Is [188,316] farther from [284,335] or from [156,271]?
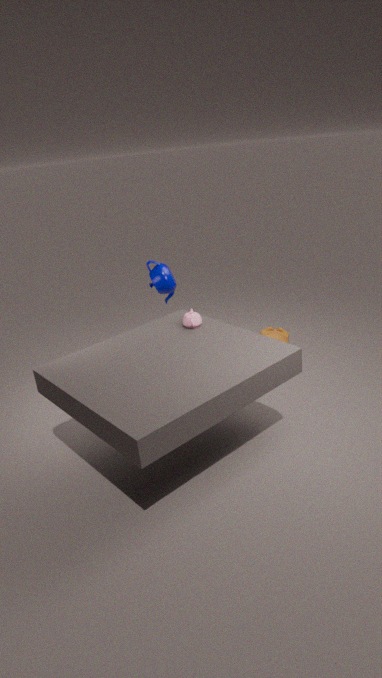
[284,335]
